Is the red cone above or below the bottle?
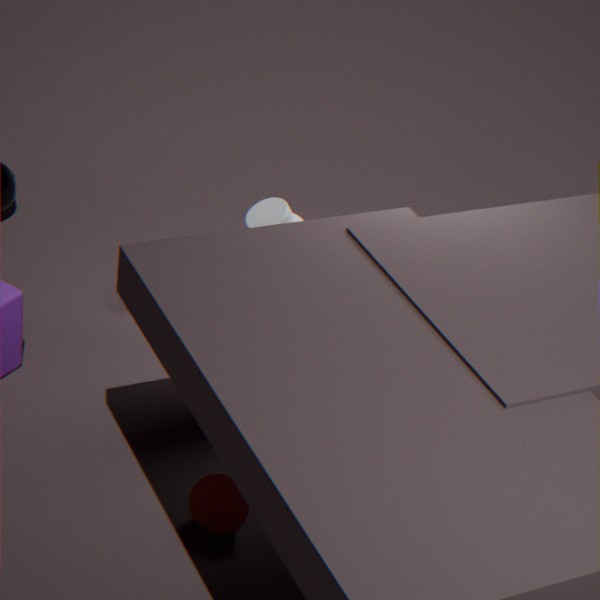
below
